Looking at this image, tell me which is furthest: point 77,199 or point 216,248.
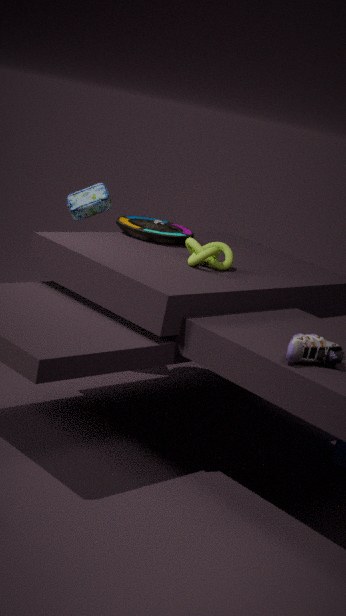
point 77,199
